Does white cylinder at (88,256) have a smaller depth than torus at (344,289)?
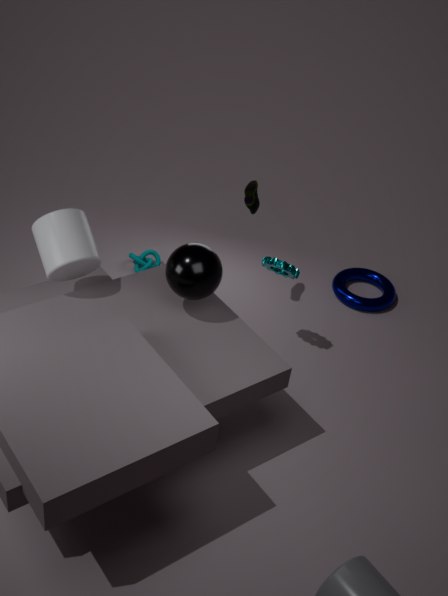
Yes
